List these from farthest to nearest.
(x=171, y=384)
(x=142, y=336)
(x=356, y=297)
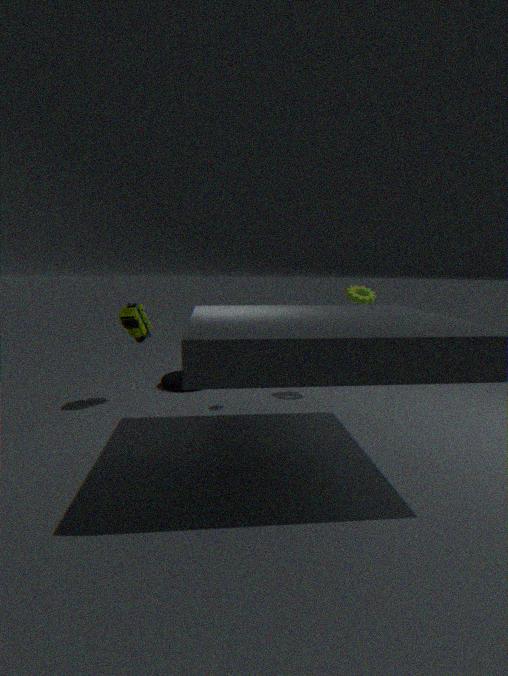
1. (x=171, y=384)
2. (x=356, y=297)
3. (x=142, y=336)
